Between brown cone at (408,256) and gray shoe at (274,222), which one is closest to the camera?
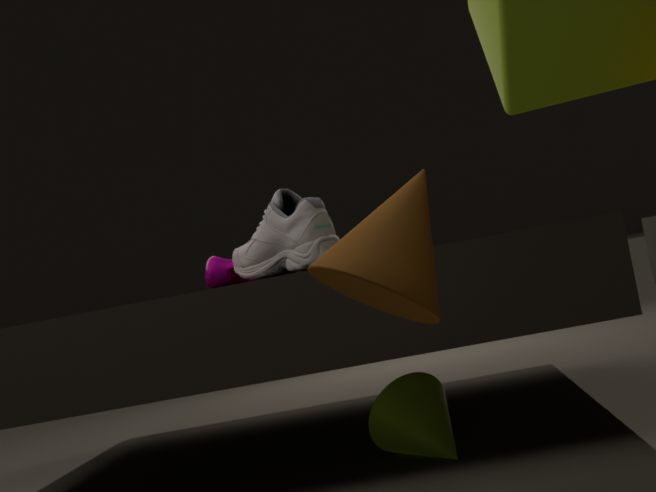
brown cone at (408,256)
